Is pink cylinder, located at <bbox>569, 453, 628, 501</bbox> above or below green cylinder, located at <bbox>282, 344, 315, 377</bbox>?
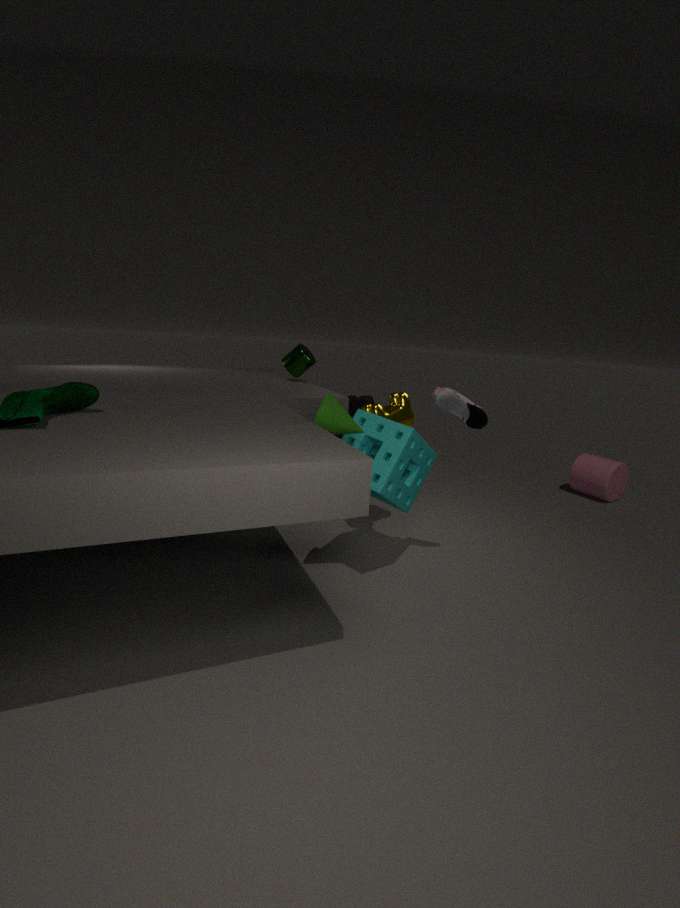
below
